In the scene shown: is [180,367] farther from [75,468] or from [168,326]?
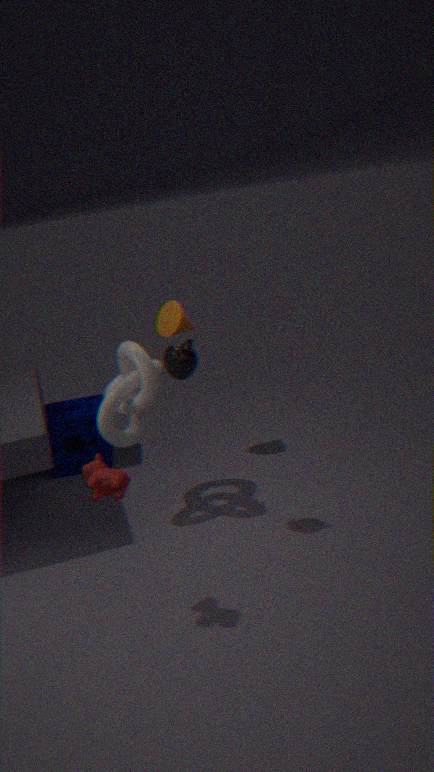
[75,468]
